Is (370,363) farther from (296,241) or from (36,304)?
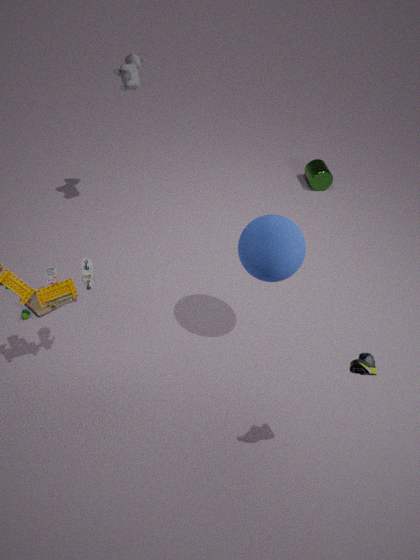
(36,304)
